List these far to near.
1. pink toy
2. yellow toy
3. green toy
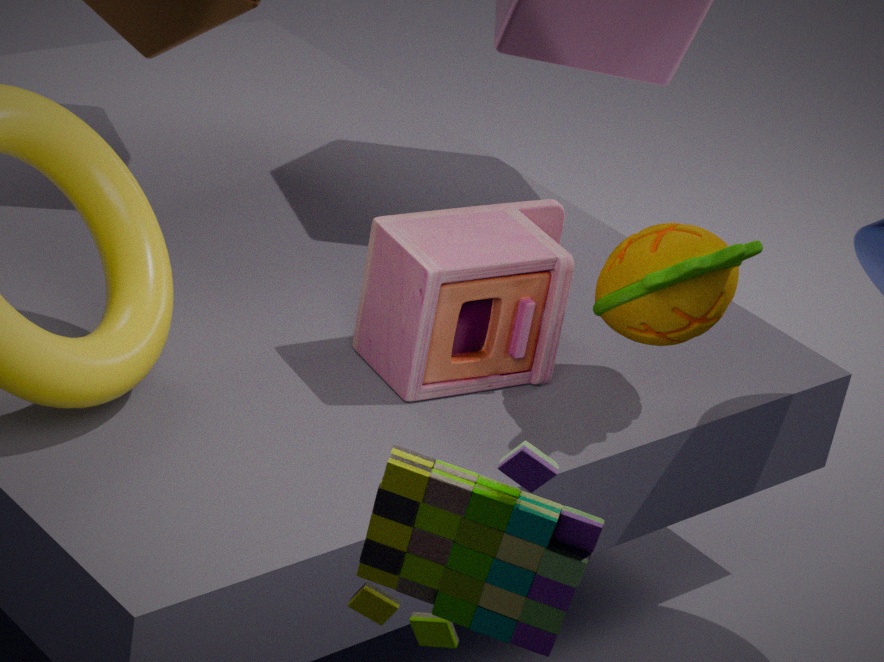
pink toy → yellow toy → green toy
